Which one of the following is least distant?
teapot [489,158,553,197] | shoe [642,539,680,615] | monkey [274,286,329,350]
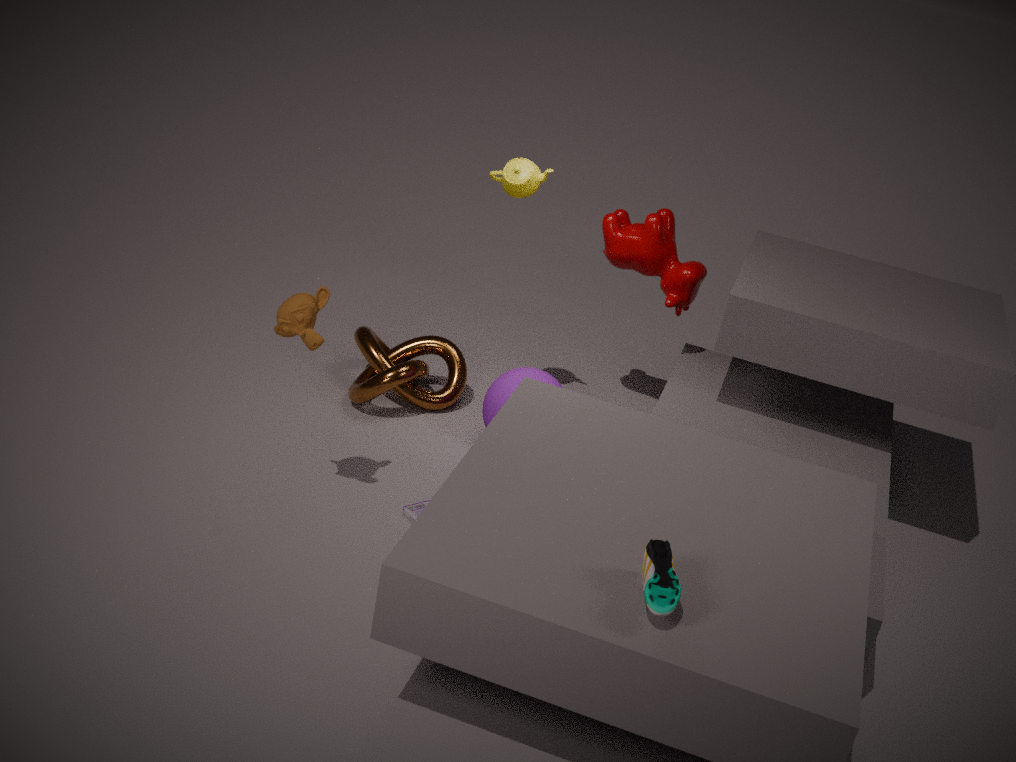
shoe [642,539,680,615]
